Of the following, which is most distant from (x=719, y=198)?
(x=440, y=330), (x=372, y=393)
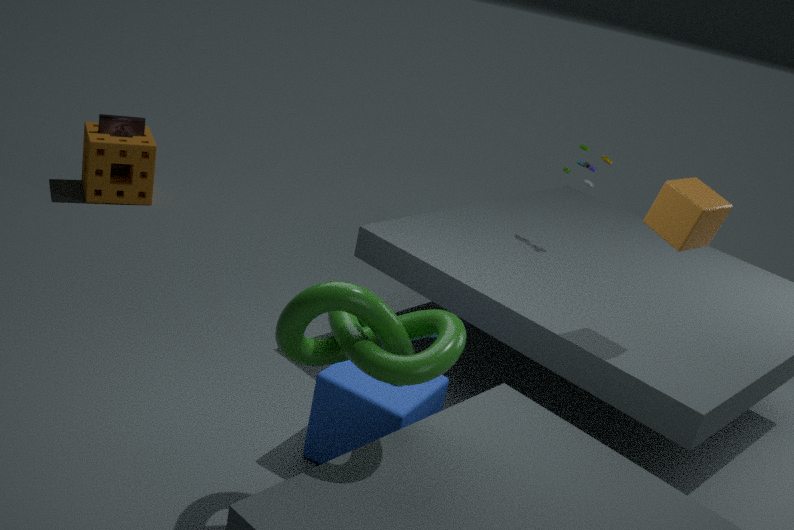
(x=372, y=393)
